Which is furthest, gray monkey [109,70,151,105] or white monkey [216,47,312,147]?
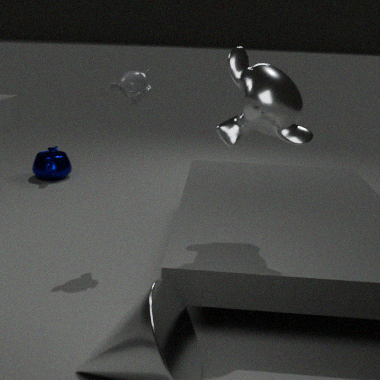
gray monkey [109,70,151,105]
